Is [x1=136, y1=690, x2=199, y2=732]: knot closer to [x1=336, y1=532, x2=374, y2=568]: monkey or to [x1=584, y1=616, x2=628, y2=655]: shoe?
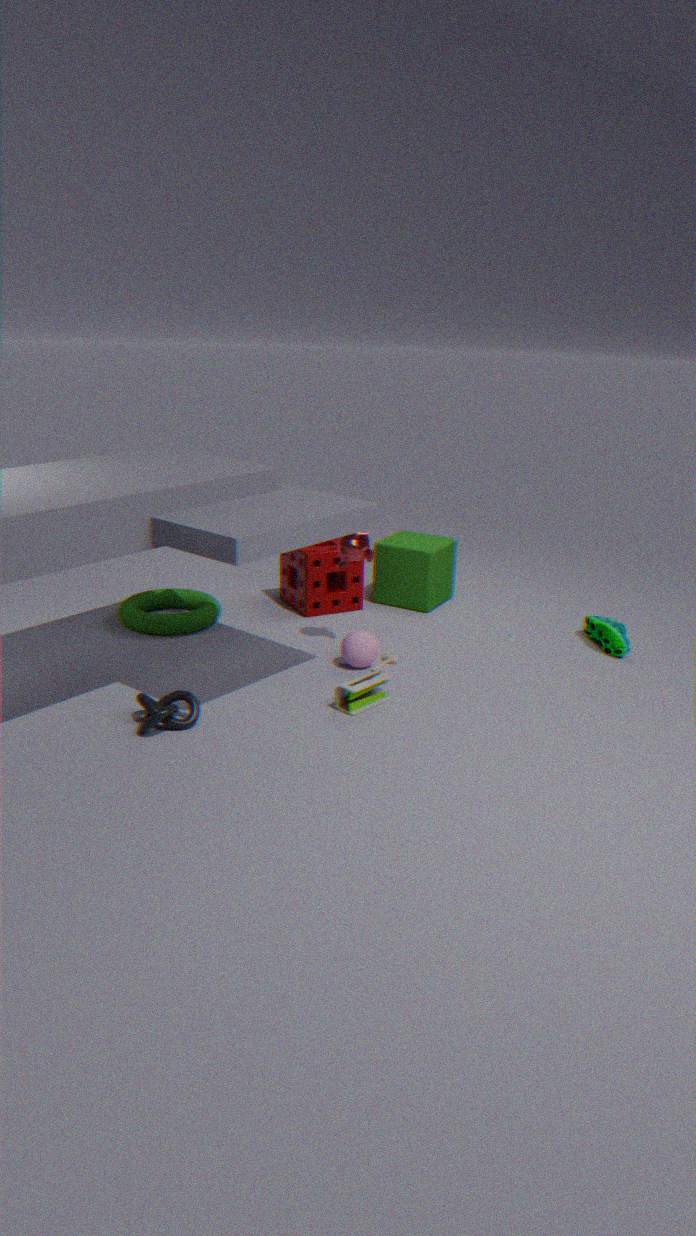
[x1=336, y1=532, x2=374, y2=568]: monkey
